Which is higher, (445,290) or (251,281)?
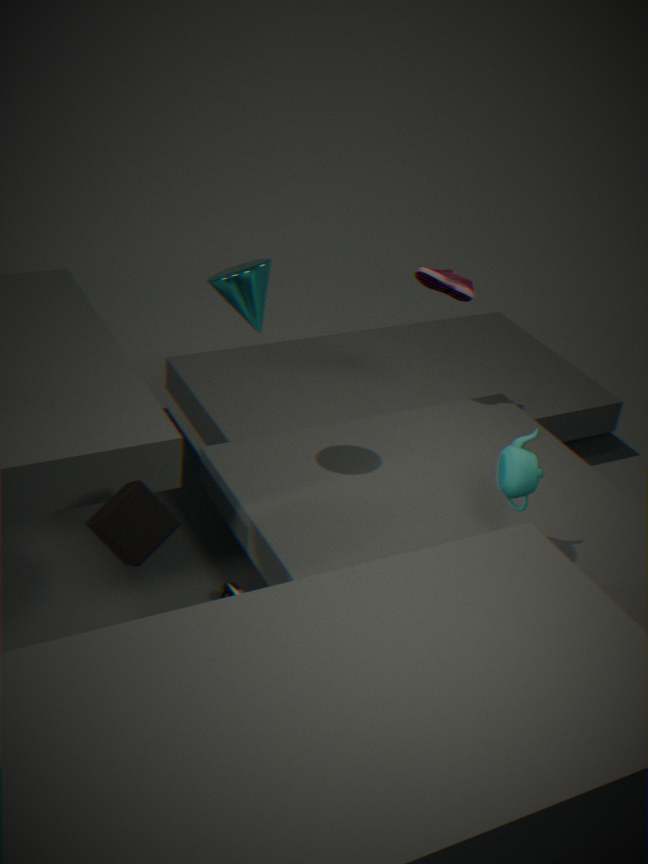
(251,281)
